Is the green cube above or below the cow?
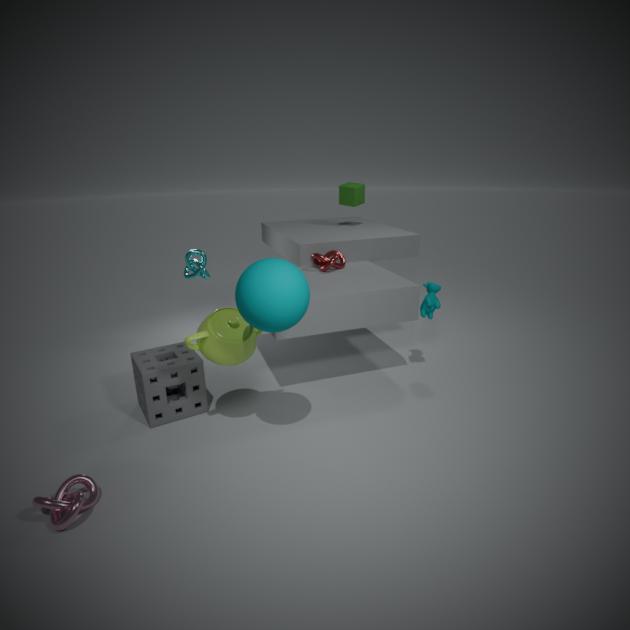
above
